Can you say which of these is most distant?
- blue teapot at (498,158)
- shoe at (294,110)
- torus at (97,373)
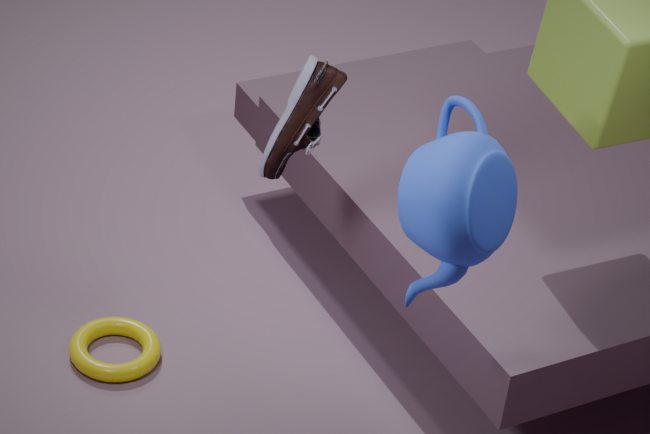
torus at (97,373)
